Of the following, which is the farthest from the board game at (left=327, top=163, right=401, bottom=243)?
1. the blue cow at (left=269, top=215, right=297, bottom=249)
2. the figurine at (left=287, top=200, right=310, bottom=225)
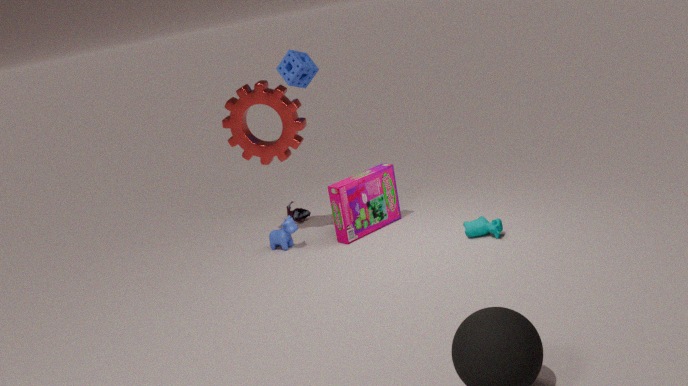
the figurine at (left=287, top=200, right=310, bottom=225)
